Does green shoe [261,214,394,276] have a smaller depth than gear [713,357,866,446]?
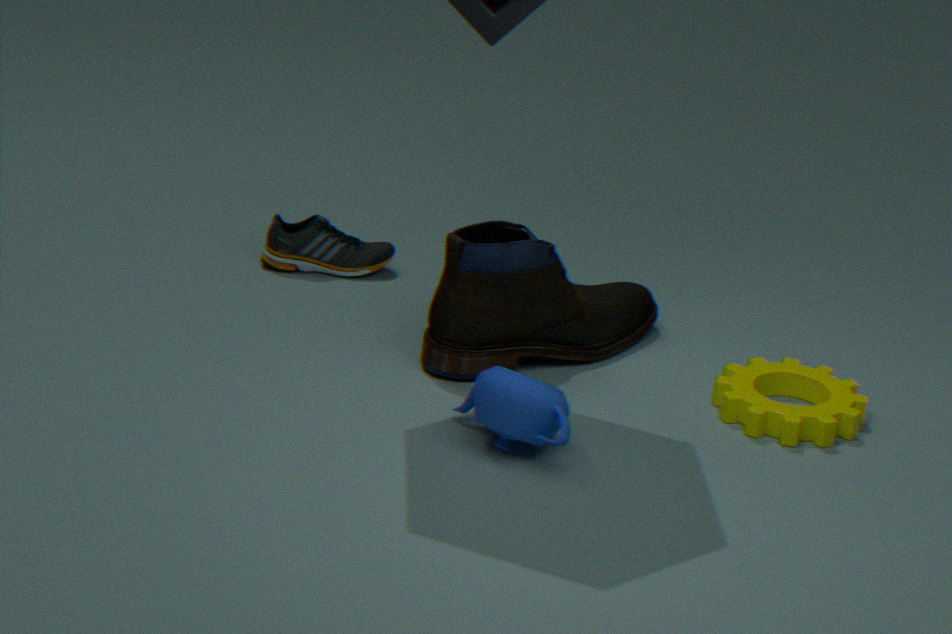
No
